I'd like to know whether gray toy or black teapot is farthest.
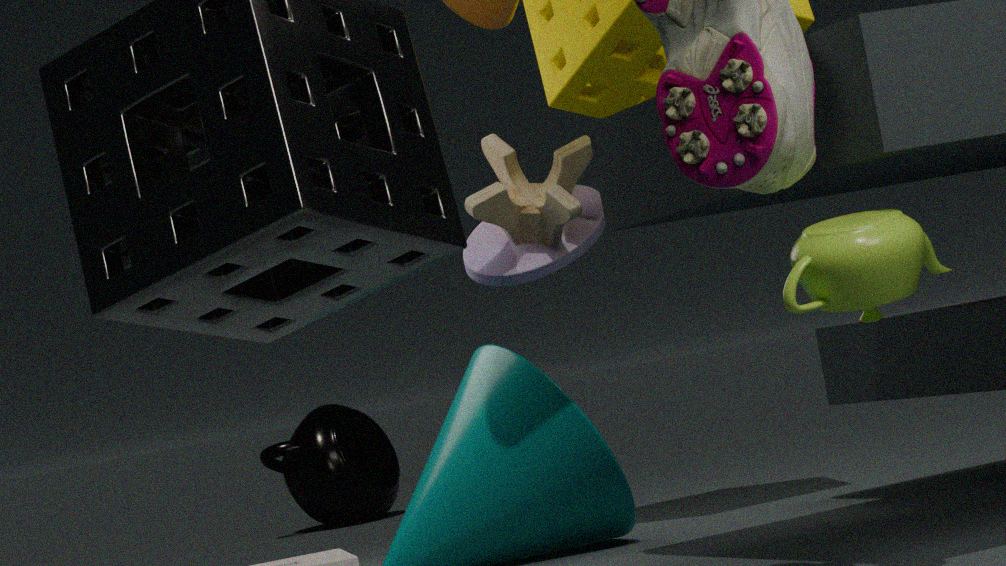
black teapot
